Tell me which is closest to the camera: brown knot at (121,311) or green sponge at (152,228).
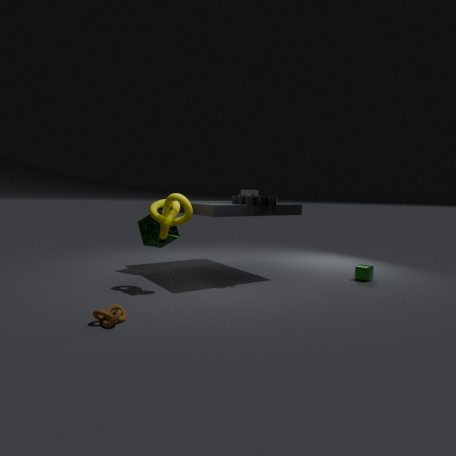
brown knot at (121,311)
